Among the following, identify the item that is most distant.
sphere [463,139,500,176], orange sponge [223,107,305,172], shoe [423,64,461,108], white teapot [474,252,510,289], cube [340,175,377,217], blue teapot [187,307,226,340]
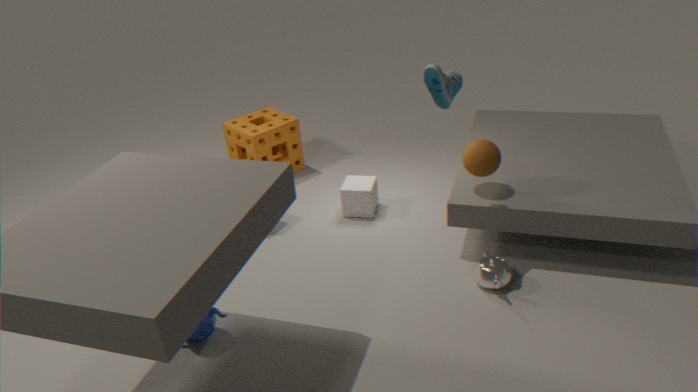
orange sponge [223,107,305,172]
